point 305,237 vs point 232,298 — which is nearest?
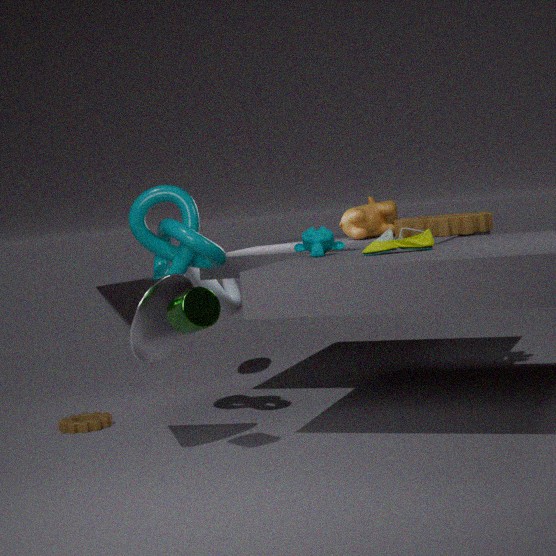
point 305,237
